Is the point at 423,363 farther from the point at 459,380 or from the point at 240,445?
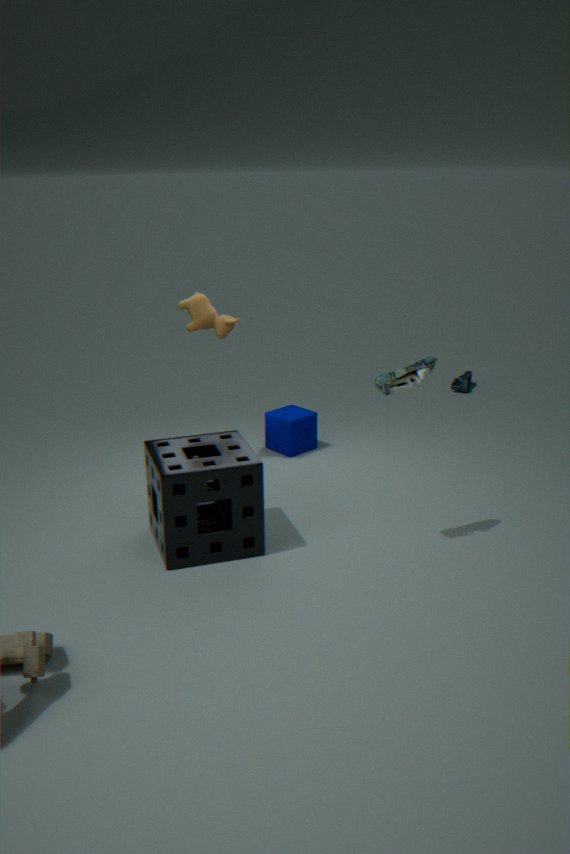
the point at 459,380
